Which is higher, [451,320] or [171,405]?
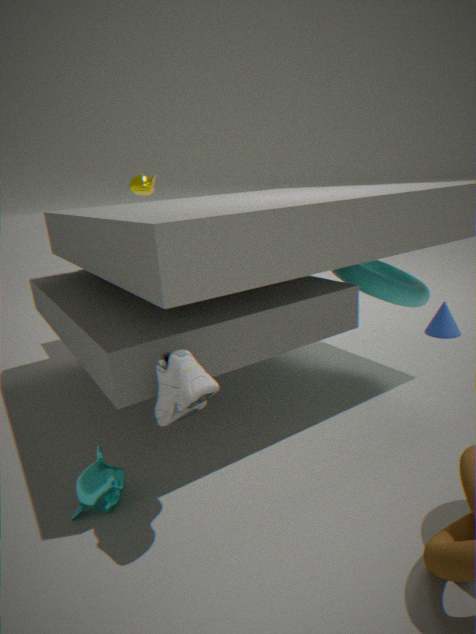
[171,405]
